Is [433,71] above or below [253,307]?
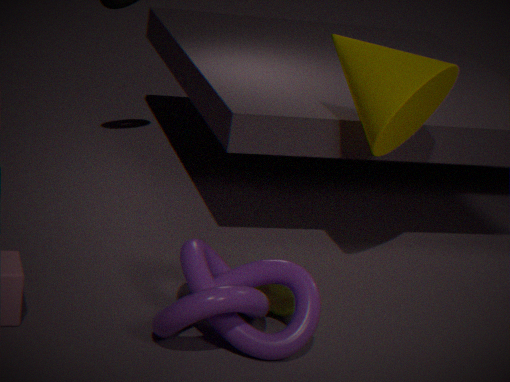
above
